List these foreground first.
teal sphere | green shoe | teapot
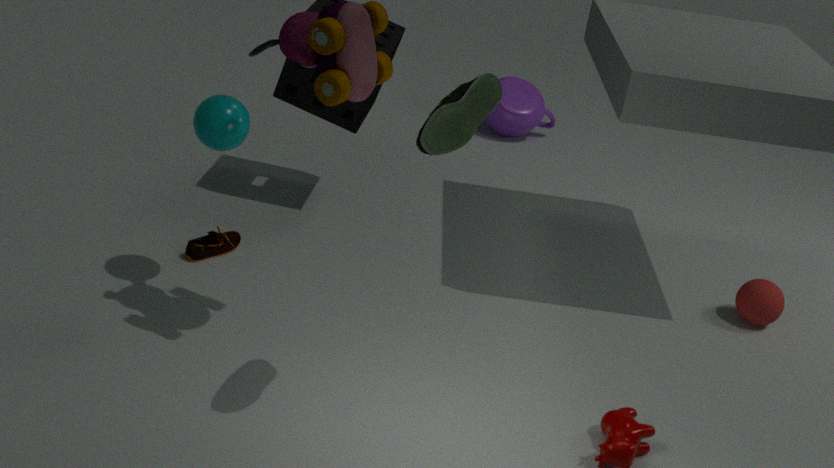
green shoe
teal sphere
teapot
